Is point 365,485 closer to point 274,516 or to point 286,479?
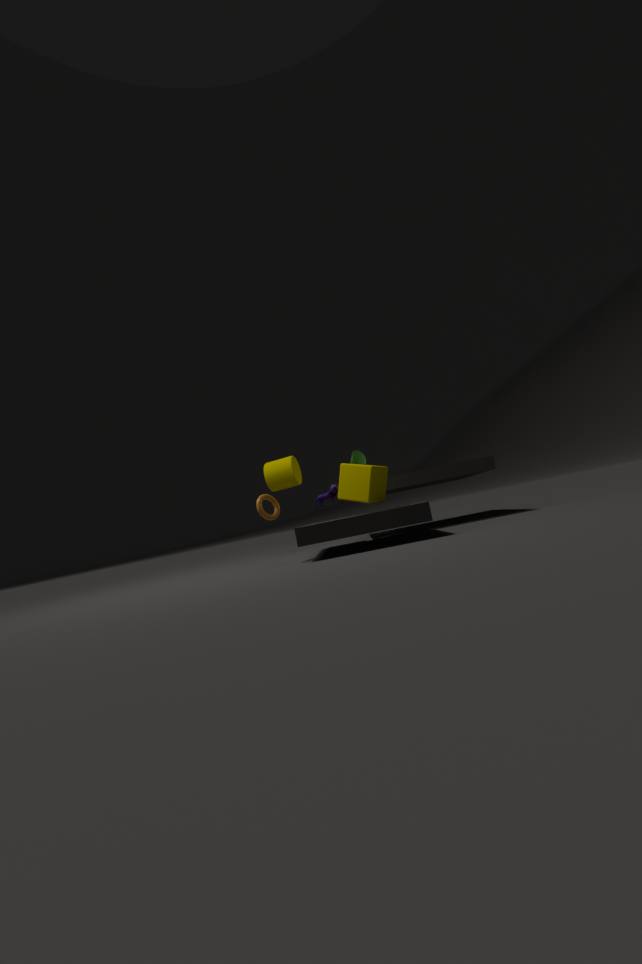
point 274,516
